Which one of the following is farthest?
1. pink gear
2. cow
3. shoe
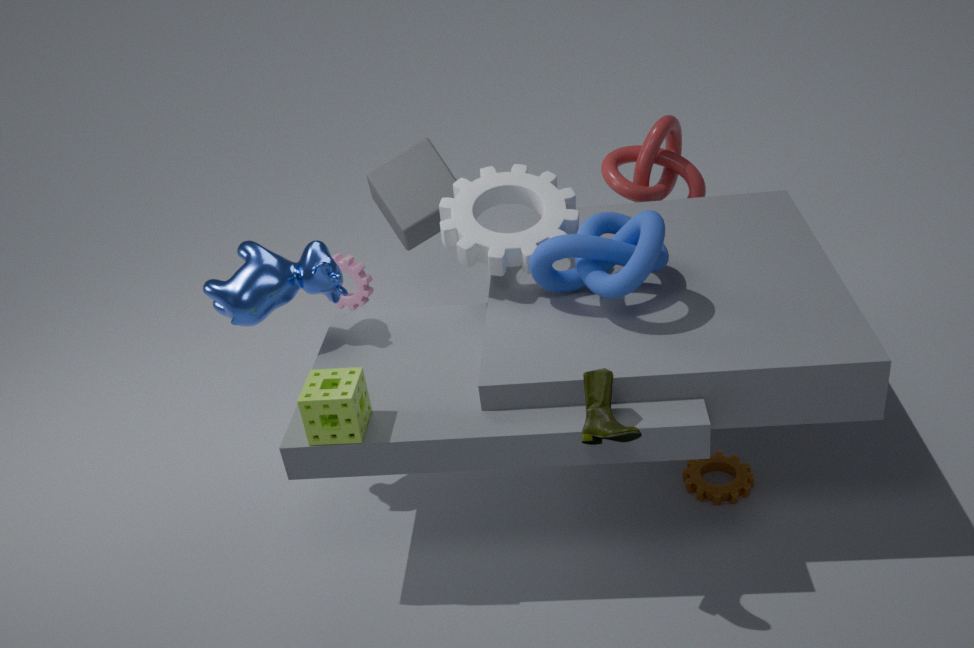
pink gear
